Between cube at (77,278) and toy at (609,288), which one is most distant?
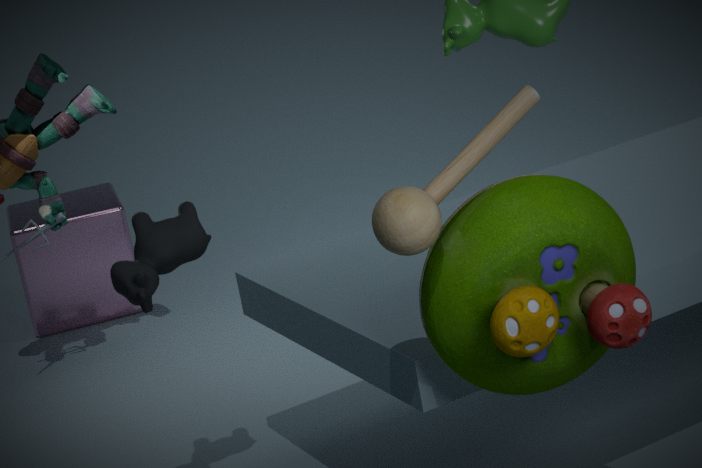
cube at (77,278)
